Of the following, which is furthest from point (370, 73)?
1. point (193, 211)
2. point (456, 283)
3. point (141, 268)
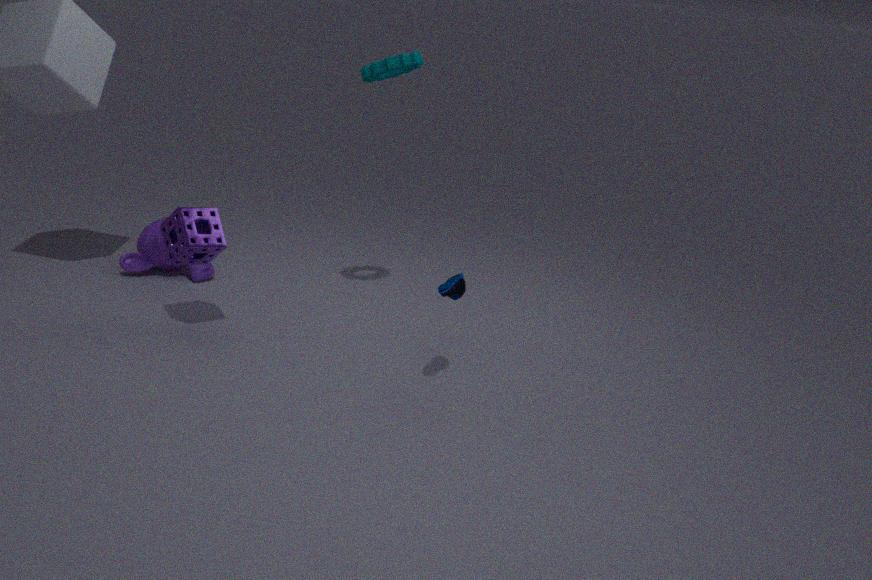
point (141, 268)
